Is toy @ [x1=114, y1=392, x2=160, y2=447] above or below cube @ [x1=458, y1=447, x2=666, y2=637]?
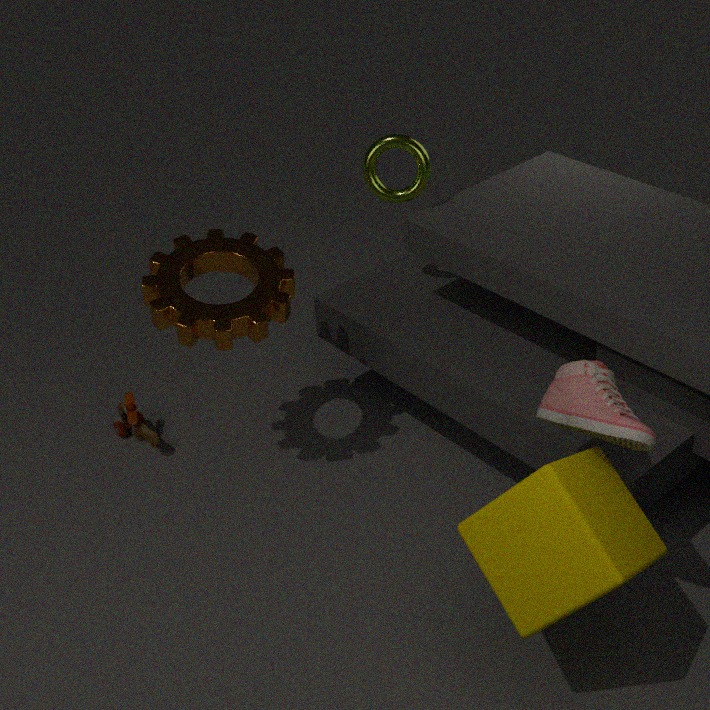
below
